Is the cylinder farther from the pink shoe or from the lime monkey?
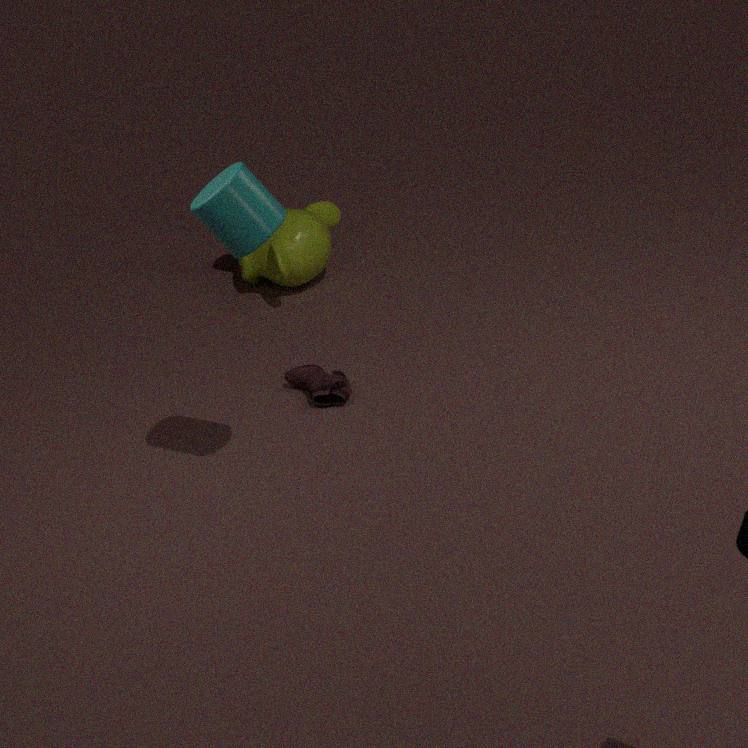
the lime monkey
